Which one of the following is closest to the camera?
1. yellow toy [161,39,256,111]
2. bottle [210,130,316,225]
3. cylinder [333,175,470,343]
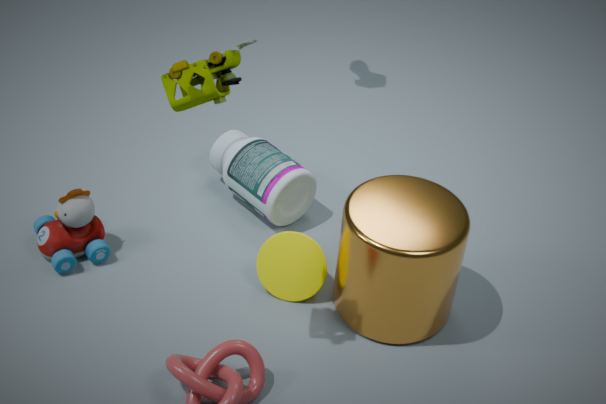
yellow toy [161,39,256,111]
